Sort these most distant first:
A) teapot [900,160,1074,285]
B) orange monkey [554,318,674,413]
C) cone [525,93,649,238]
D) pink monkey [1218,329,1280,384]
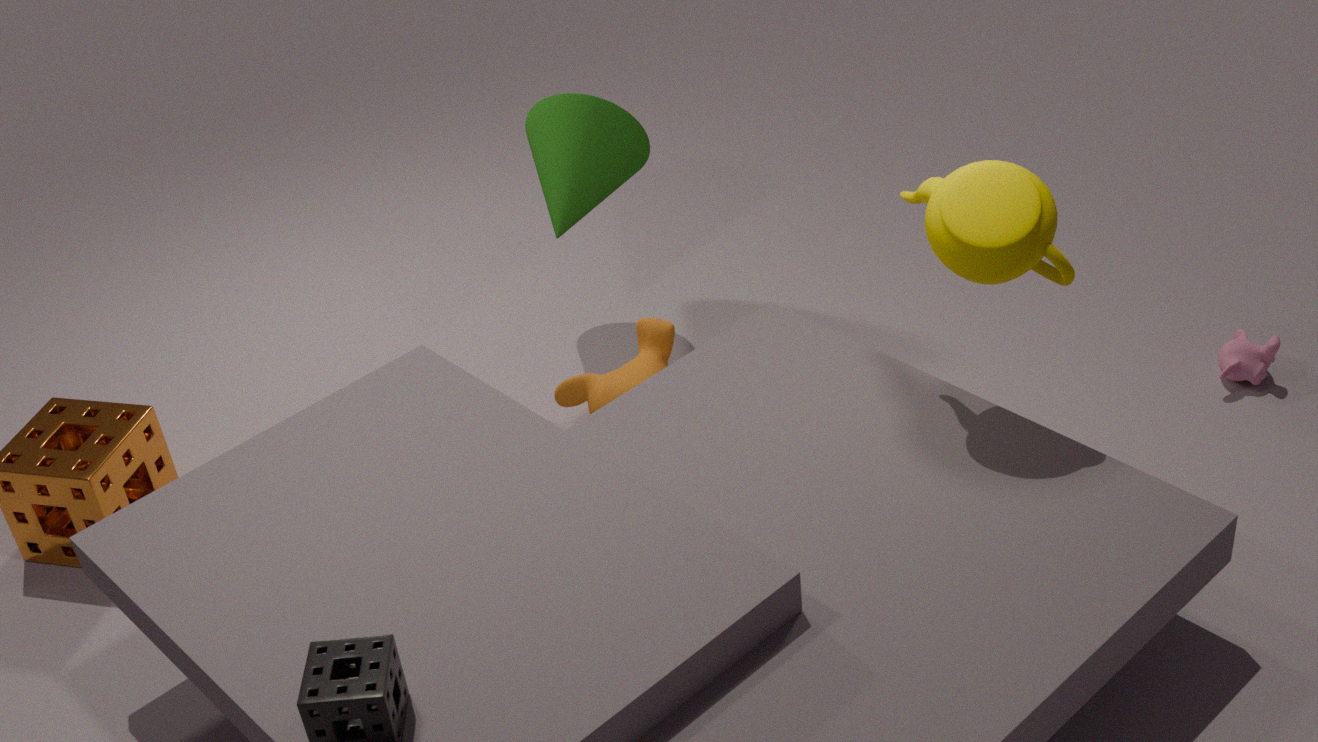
1. cone [525,93,649,238]
2. orange monkey [554,318,674,413]
3. pink monkey [1218,329,1280,384]
4. teapot [900,160,1074,285]
